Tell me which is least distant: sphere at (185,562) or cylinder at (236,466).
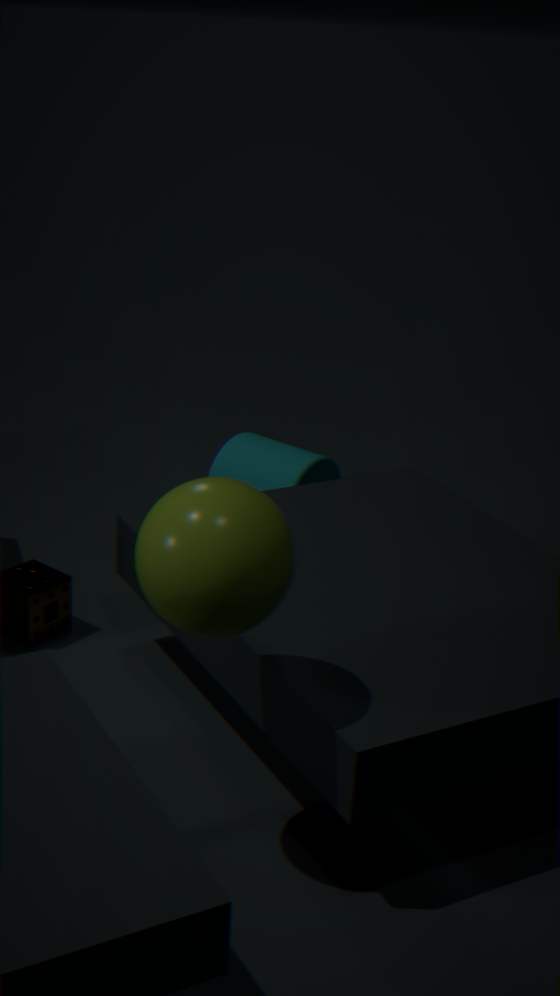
sphere at (185,562)
